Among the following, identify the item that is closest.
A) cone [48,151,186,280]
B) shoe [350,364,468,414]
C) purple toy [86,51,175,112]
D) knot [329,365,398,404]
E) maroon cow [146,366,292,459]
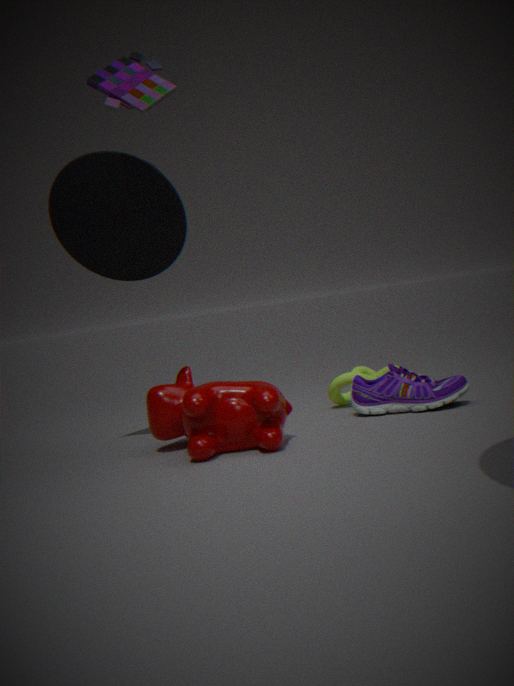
purple toy [86,51,175,112]
